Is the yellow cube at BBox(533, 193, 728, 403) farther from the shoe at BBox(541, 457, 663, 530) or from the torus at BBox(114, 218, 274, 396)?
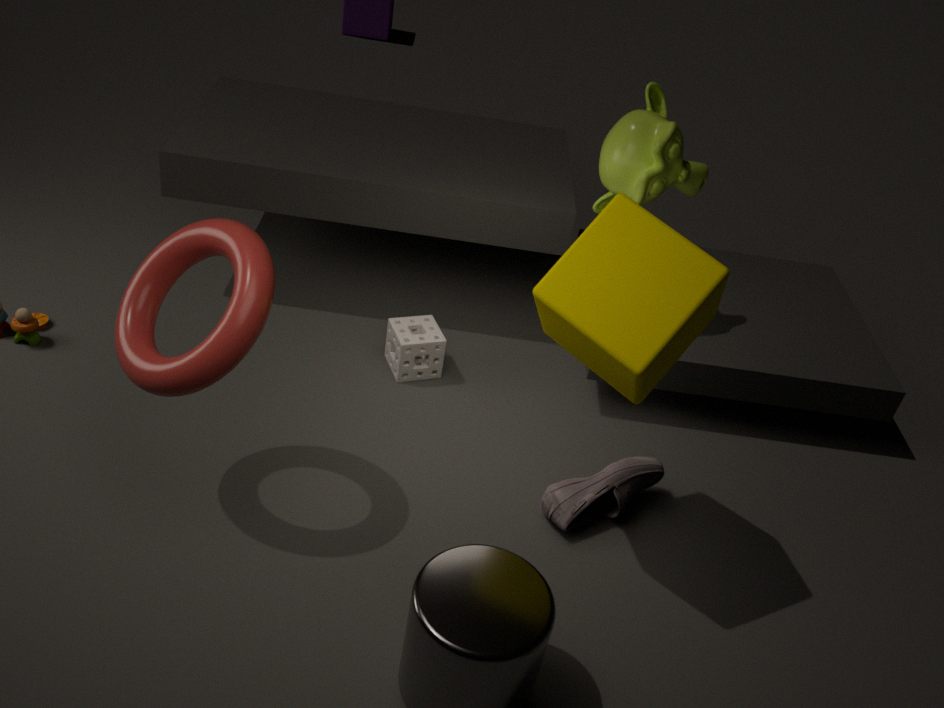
the torus at BBox(114, 218, 274, 396)
